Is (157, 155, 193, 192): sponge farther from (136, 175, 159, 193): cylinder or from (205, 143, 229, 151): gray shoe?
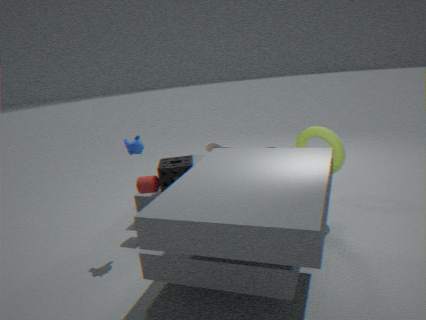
(205, 143, 229, 151): gray shoe
